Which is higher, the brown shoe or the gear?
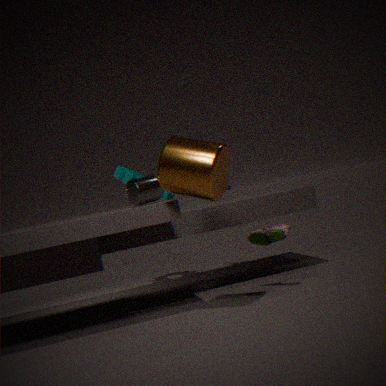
the gear
